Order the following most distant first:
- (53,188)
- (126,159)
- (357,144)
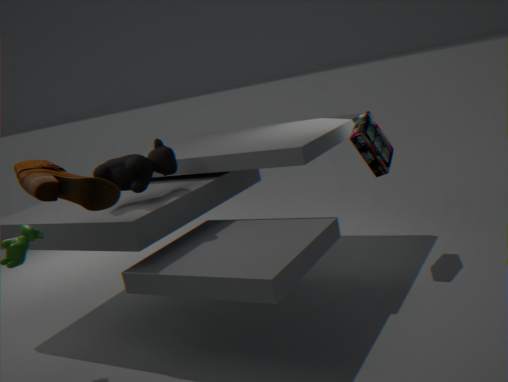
1. (357,144)
2. (126,159)
3. (53,188)
